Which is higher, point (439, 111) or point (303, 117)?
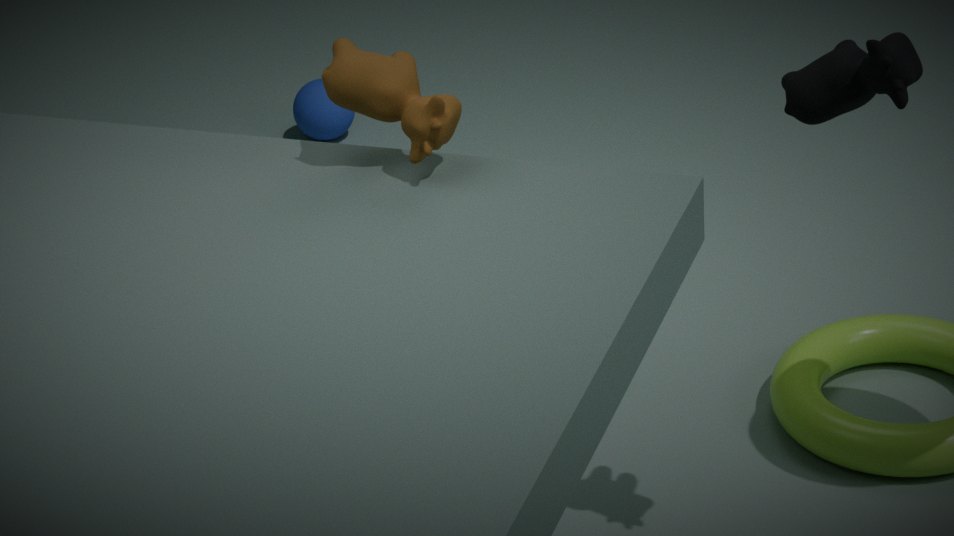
point (439, 111)
